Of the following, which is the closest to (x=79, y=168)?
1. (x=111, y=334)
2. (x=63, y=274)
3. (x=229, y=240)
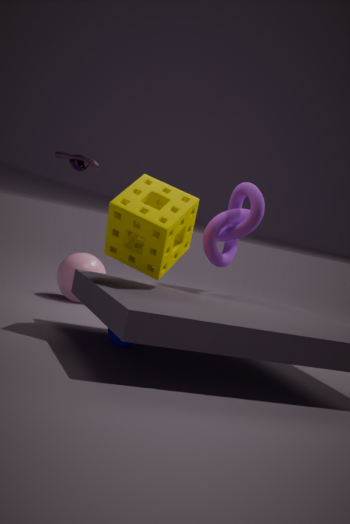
(x=63, y=274)
